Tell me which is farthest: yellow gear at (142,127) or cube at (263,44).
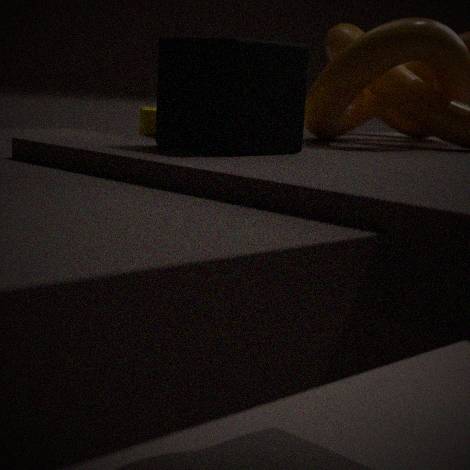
yellow gear at (142,127)
